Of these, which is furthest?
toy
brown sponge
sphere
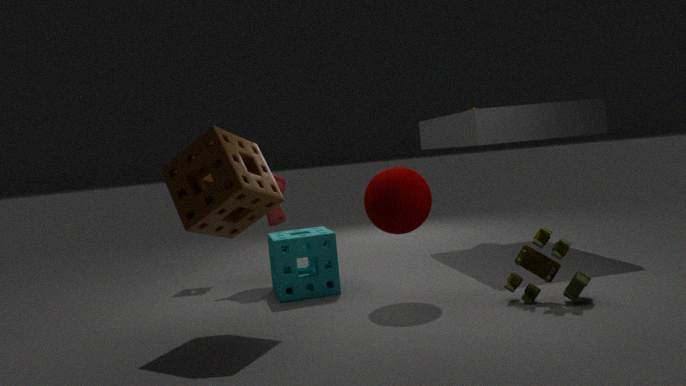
sphere
